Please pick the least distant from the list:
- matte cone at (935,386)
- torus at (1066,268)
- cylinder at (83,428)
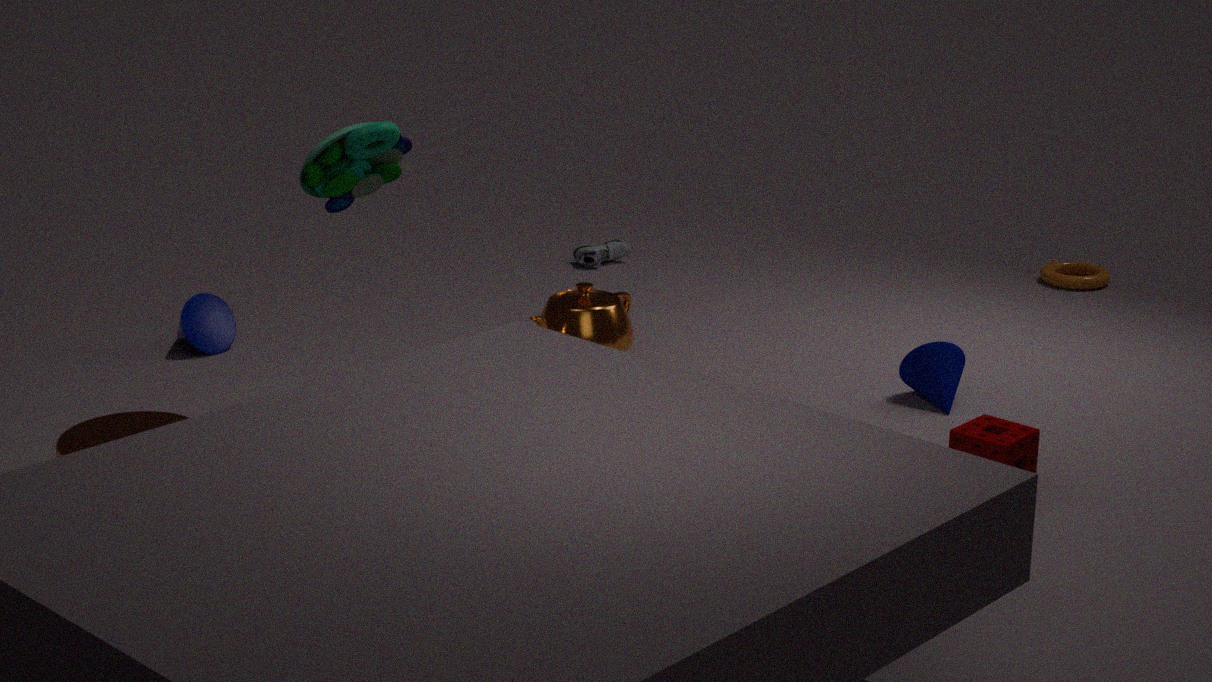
cylinder at (83,428)
